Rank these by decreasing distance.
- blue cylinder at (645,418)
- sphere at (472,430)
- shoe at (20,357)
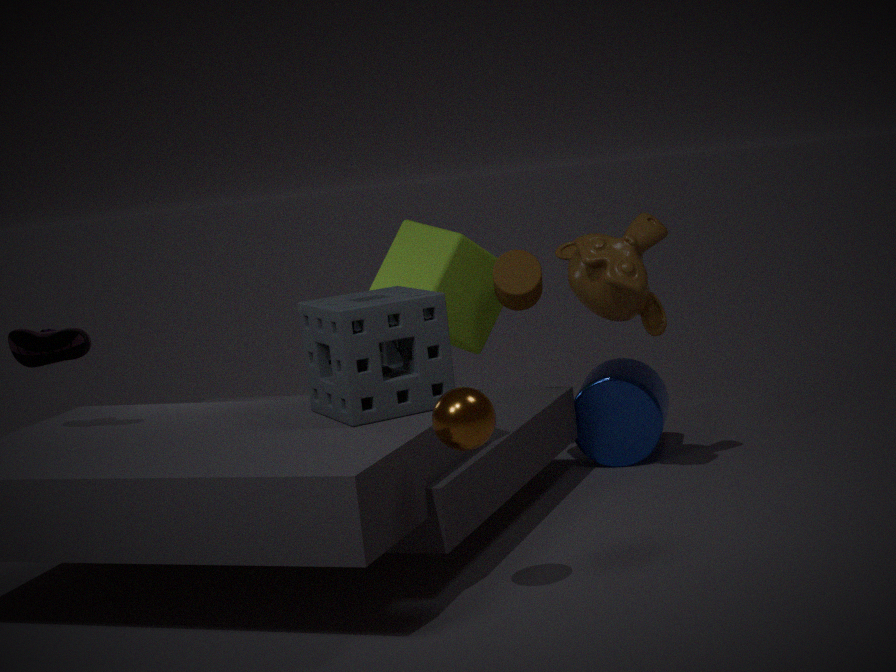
blue cylinder at (645,418), shoe at (20,357), sphere at (472,430)
